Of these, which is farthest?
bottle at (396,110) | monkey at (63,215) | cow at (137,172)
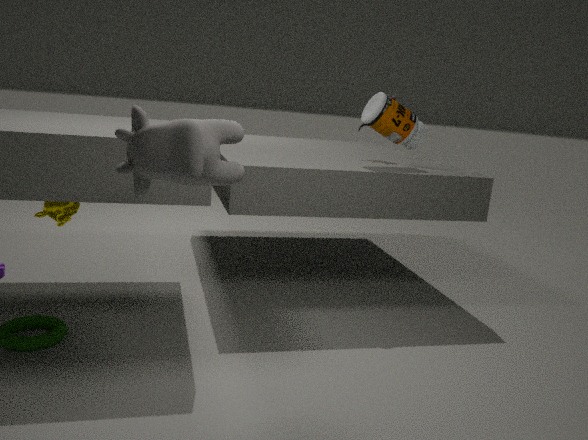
bottle at (396,110)
